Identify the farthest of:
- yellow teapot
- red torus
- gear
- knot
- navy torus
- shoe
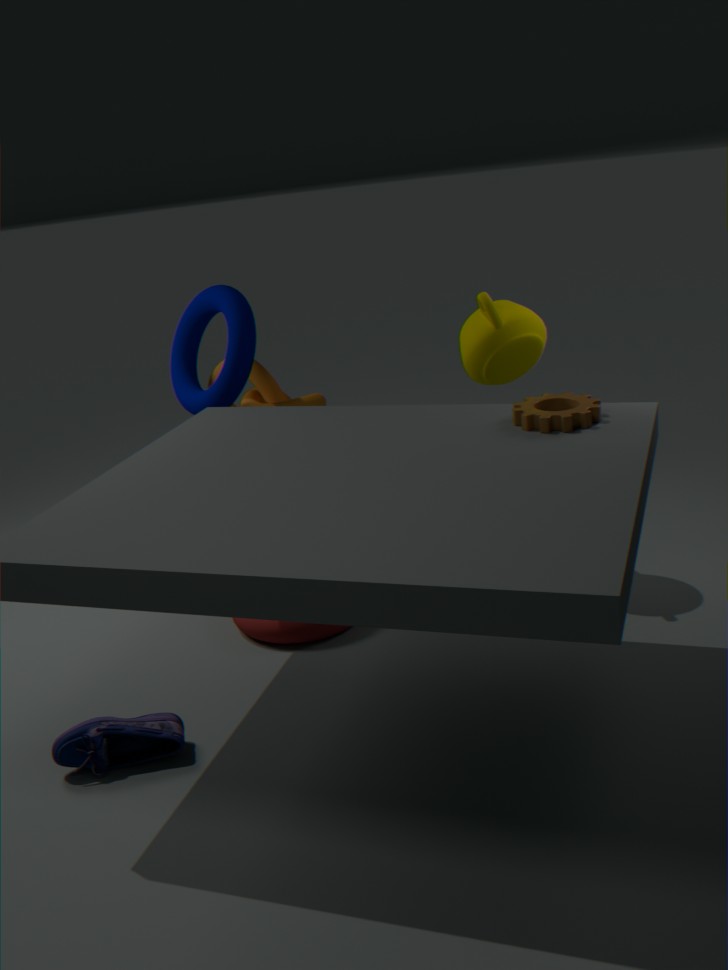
knot
